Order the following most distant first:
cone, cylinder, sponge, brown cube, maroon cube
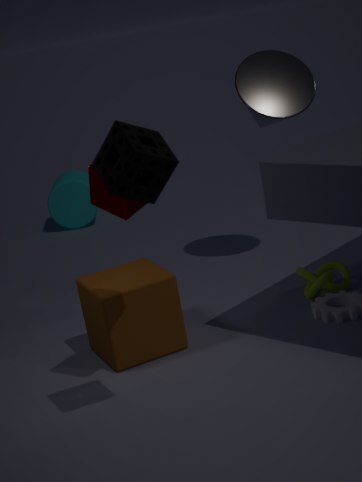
cylinder → cone → brown cube → maroon cube → sponge
